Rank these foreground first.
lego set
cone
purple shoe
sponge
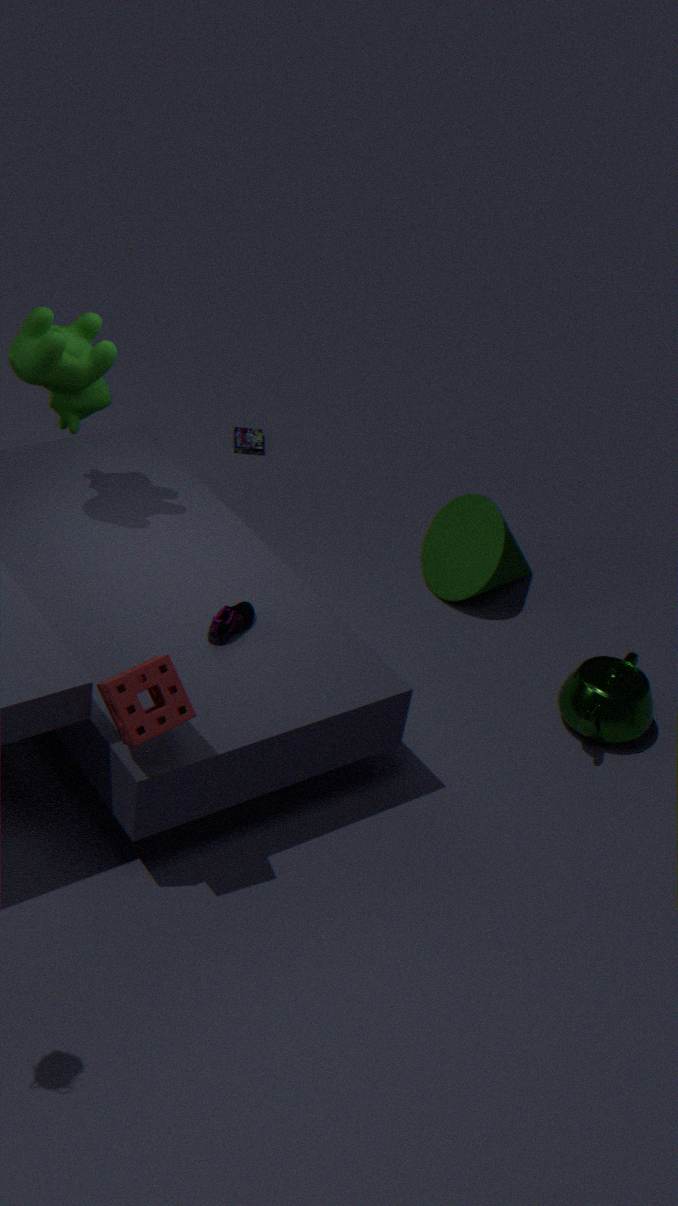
sponge, purple shoe, cone, lego set
